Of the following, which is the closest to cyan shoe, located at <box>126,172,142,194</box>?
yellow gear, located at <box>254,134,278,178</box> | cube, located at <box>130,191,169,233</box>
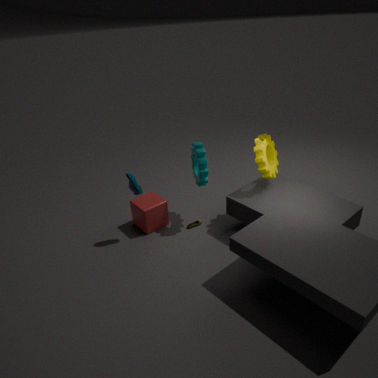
cube, located at <box>130,191,169,233</box>
